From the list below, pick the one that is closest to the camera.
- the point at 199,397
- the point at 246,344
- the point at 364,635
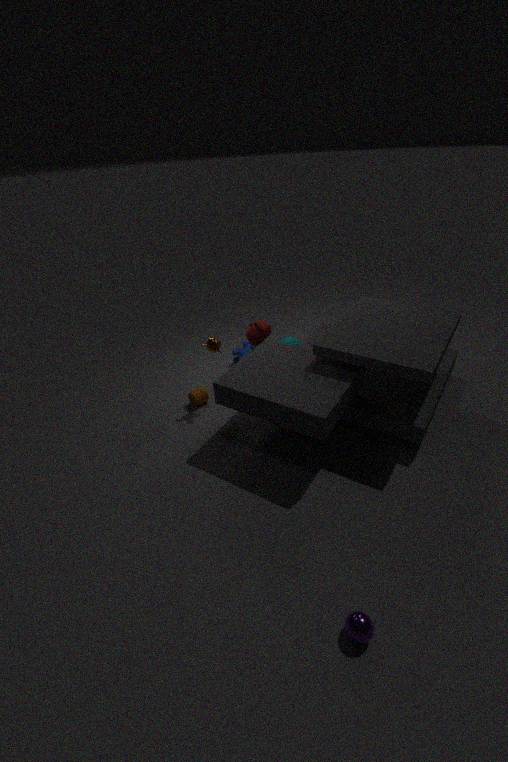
the point at 364,635
